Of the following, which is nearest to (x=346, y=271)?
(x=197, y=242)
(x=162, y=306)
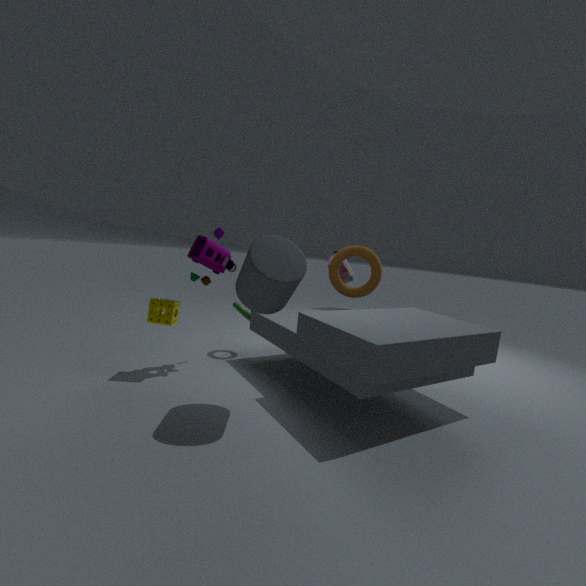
(x=197, y=242)
